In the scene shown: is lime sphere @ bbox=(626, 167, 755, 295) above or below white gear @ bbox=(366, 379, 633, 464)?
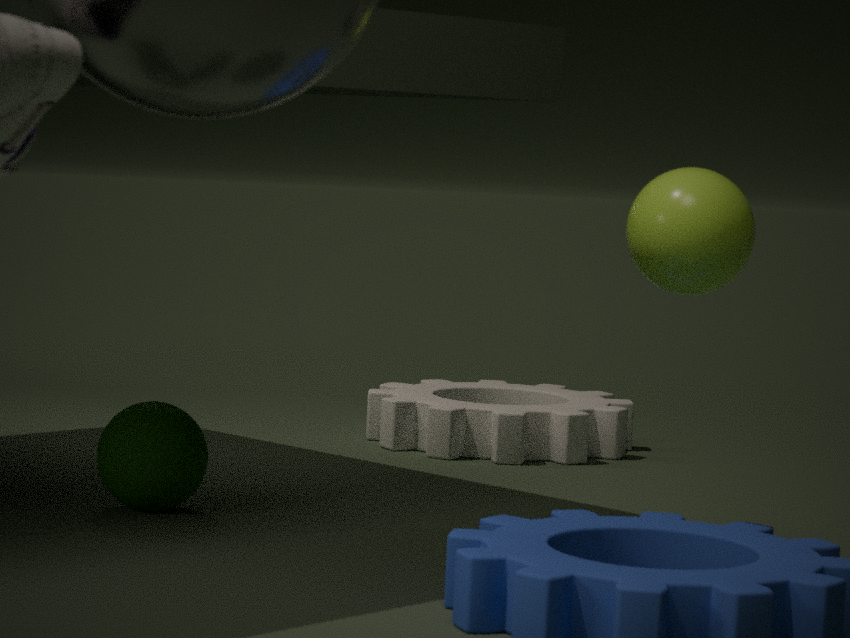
above
